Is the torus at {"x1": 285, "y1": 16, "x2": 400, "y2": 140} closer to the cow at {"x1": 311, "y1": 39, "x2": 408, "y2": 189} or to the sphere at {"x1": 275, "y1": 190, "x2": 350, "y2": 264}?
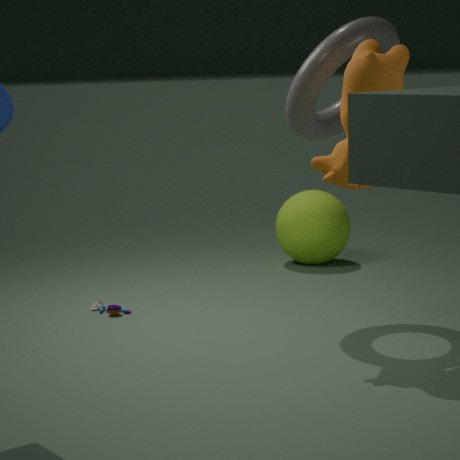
the cow at {"x1": 311, "y1": 39, "x2": 408, "y2": 189}
